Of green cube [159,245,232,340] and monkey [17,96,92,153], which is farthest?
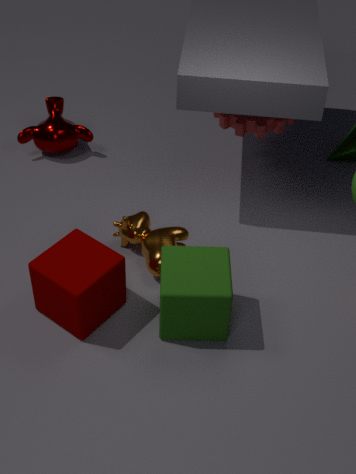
monkey [17,96,92,153]
